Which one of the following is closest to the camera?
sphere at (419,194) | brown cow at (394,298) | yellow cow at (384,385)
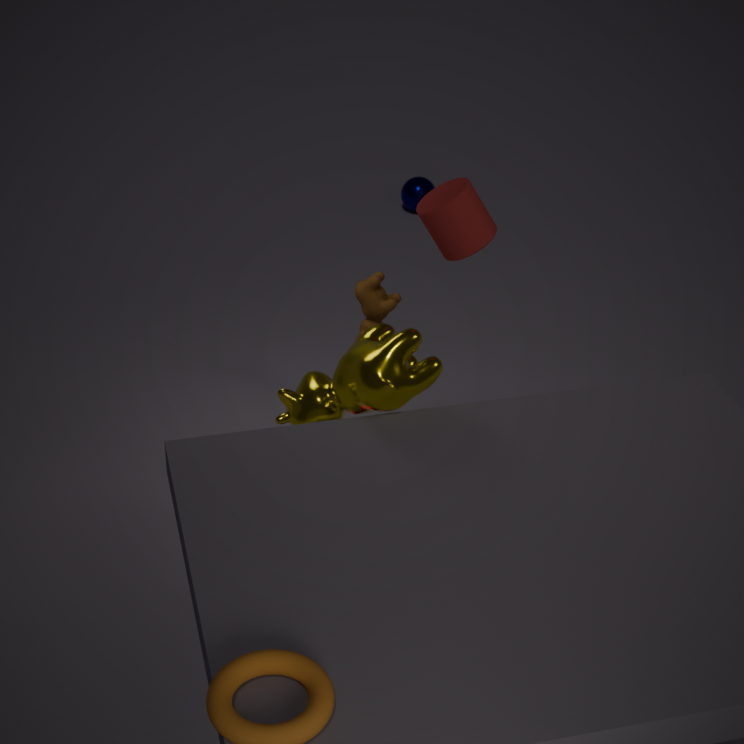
yellow cow at (384,385)
